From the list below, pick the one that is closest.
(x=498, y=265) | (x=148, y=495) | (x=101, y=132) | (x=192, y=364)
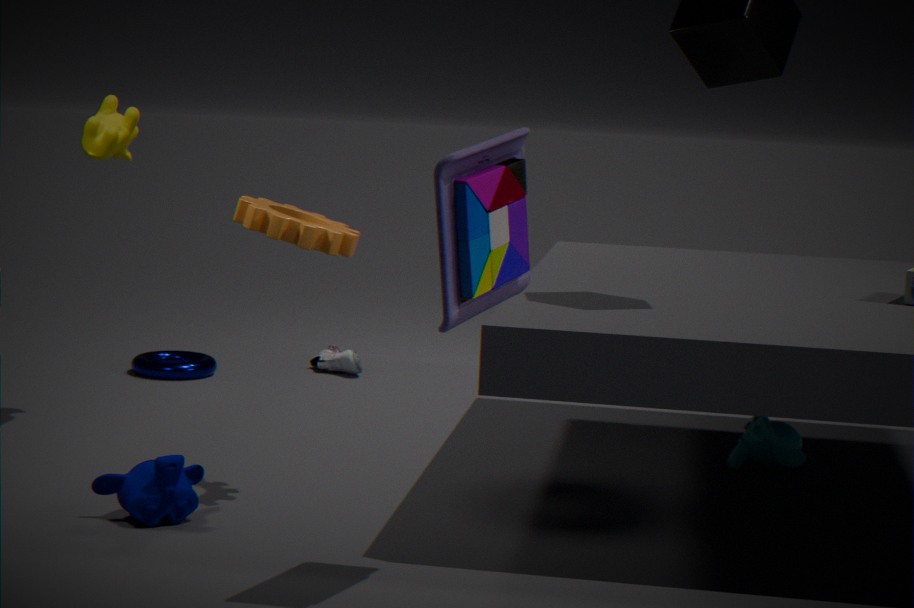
(x=498, y=265)
